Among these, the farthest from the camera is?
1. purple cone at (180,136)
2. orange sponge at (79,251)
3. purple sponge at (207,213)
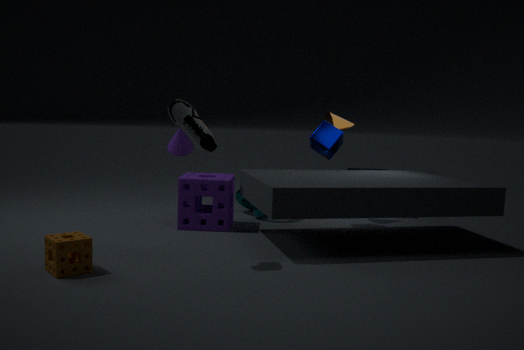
purple cone at (180,136)
